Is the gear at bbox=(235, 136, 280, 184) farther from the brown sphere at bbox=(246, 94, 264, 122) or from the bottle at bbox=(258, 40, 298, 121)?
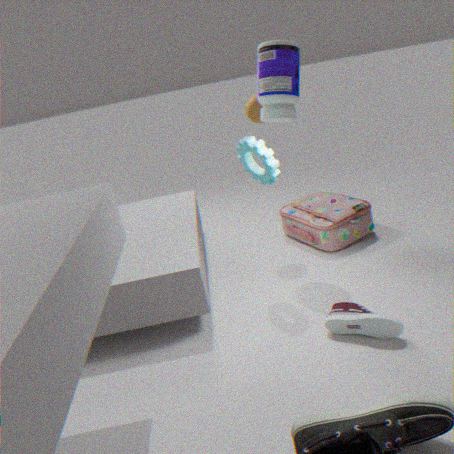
the brown sphere at bbox=(246, 94, 264, 122)
